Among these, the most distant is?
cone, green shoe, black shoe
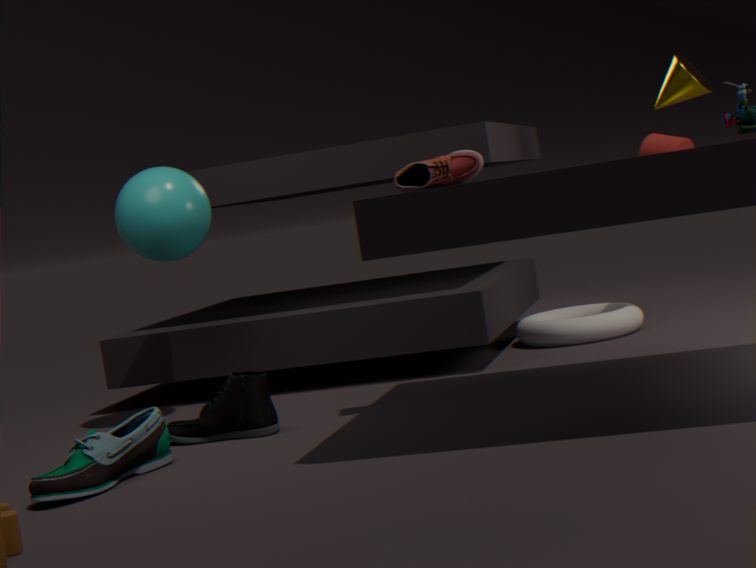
cone
